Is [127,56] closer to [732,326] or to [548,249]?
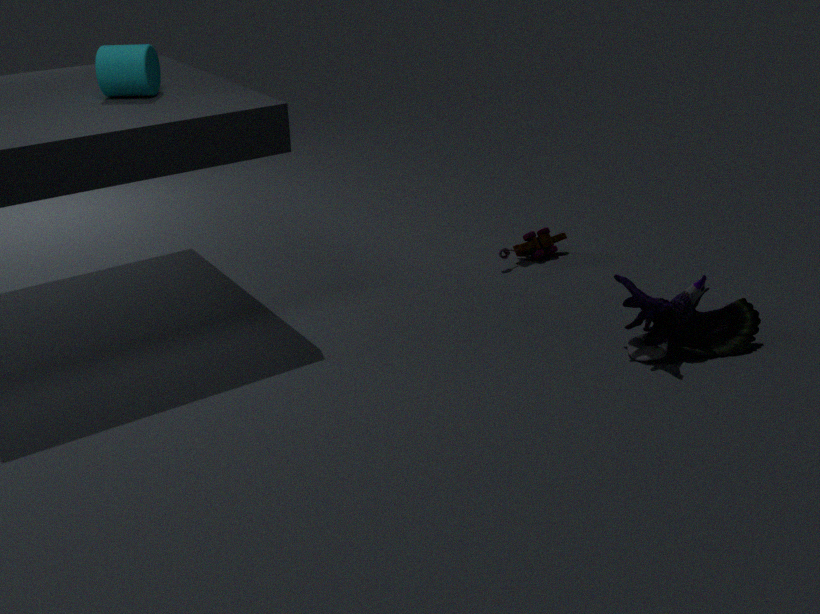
[548,249]
